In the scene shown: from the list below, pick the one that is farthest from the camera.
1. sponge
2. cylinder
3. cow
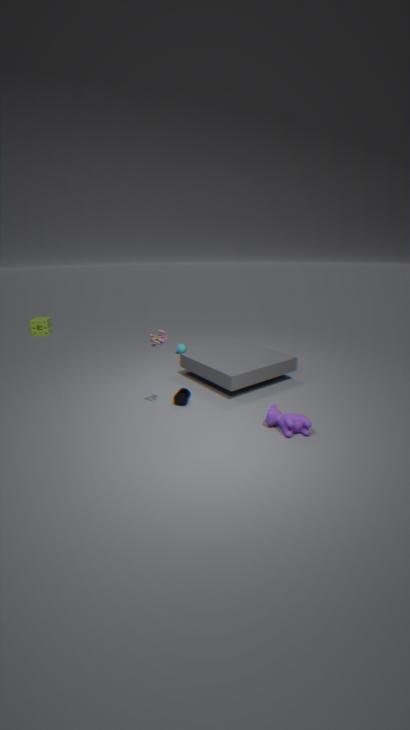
sponge
